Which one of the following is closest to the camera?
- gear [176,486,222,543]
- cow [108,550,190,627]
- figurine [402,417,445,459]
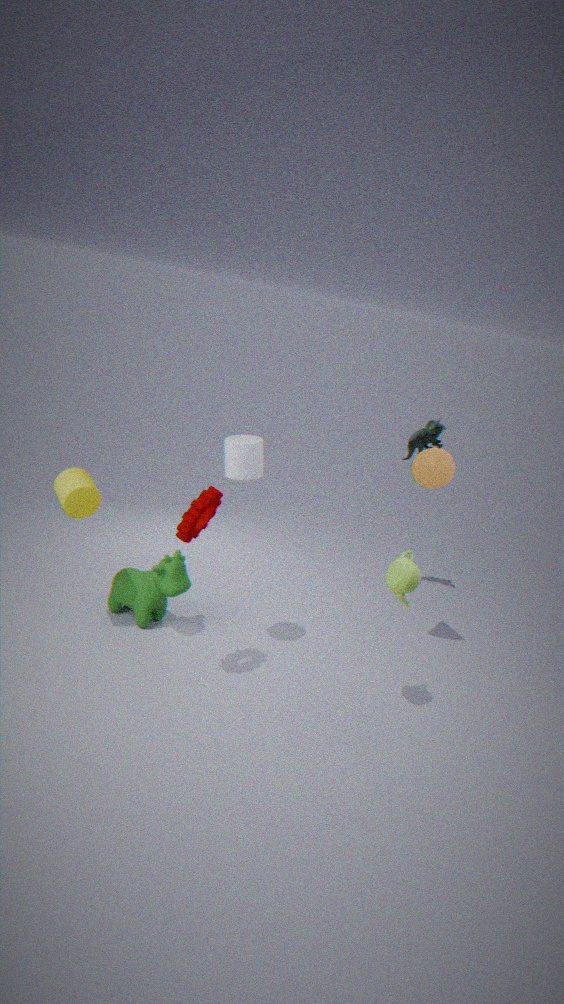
gear [176,486,222,543]
